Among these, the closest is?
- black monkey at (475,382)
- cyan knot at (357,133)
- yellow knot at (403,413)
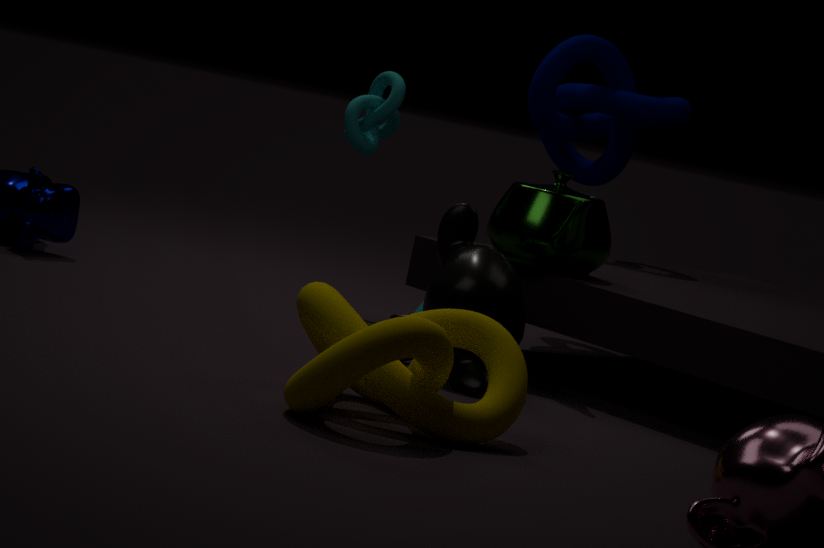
yellow knot at (403,413)
